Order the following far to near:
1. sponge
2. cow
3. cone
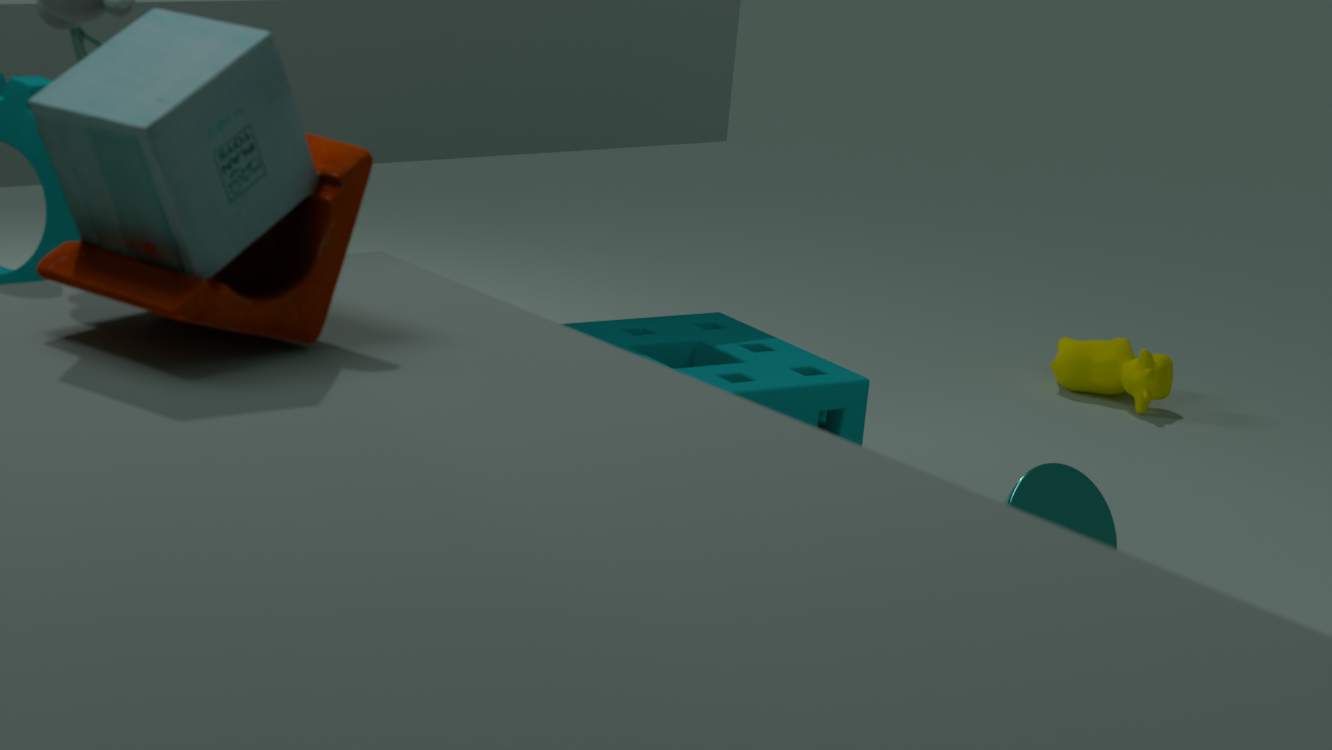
cow → cone → sponge
